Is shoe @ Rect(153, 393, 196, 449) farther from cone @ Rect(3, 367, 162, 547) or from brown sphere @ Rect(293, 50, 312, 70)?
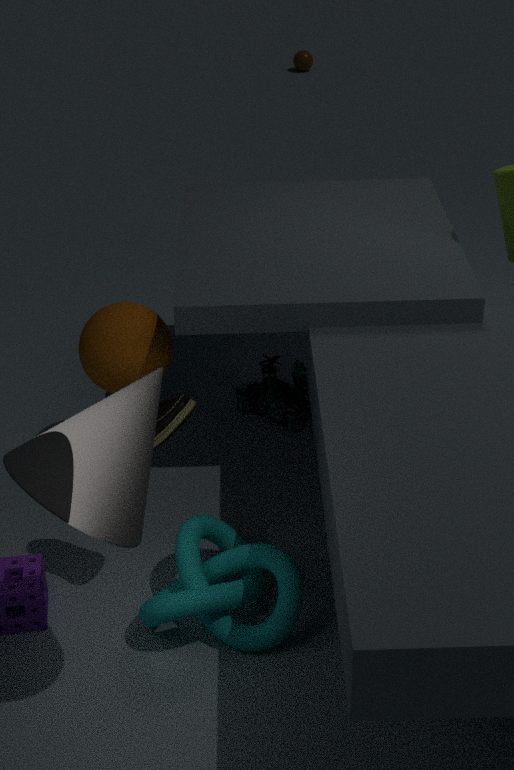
brown sphere @ Rect(293, 50, 312, 70)
